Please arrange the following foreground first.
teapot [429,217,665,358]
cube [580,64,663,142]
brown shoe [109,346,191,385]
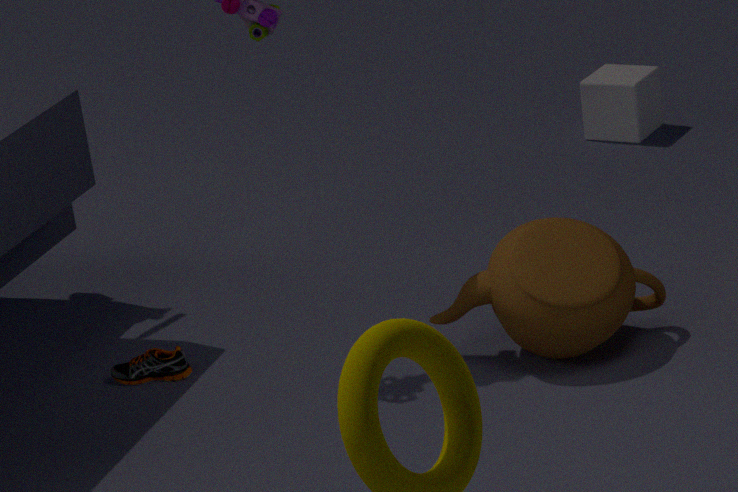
teapot [429,217,665,358] < brown shoe [109,346,191,385] < cube [580,64,663,142]
